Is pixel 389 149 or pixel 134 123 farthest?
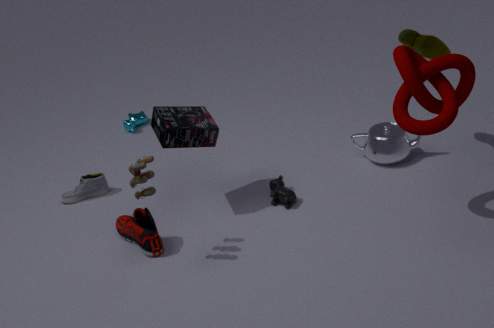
pixel 134 123
